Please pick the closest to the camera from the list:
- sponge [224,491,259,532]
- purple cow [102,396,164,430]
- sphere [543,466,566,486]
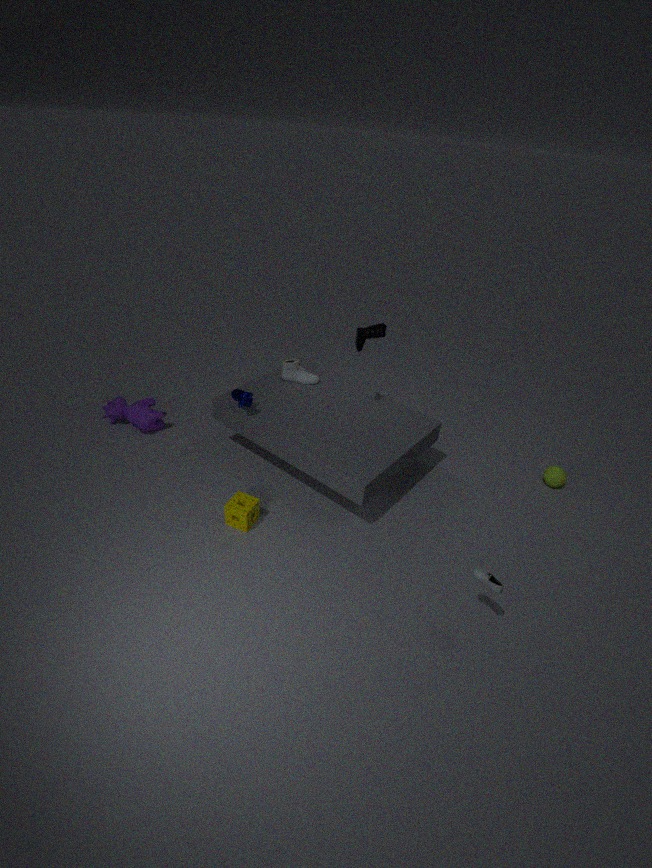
sponge [224,491,259,532]
